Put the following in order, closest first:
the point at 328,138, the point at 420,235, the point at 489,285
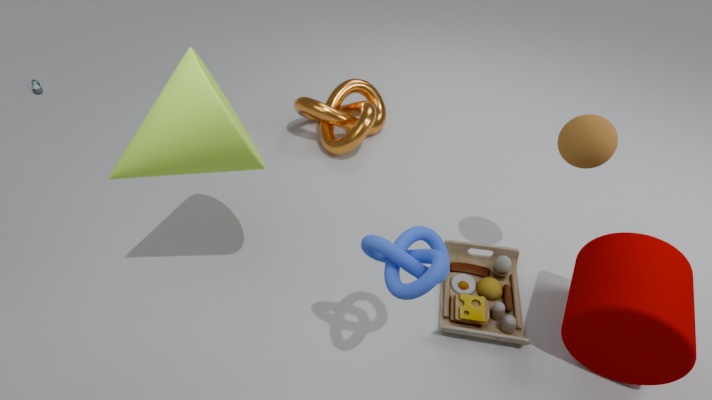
the point at 420,235 < the point at 489,285 < the point at 328,138
